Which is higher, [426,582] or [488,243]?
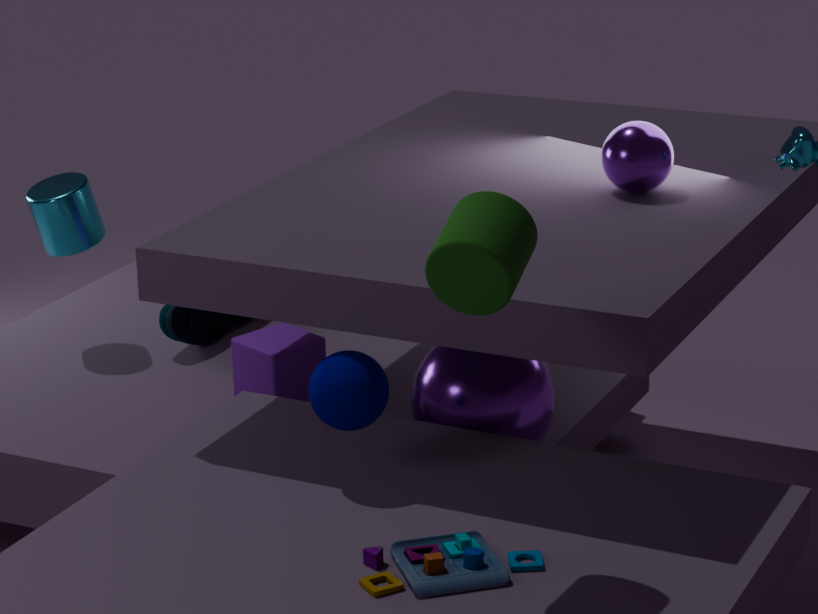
[488,243]
